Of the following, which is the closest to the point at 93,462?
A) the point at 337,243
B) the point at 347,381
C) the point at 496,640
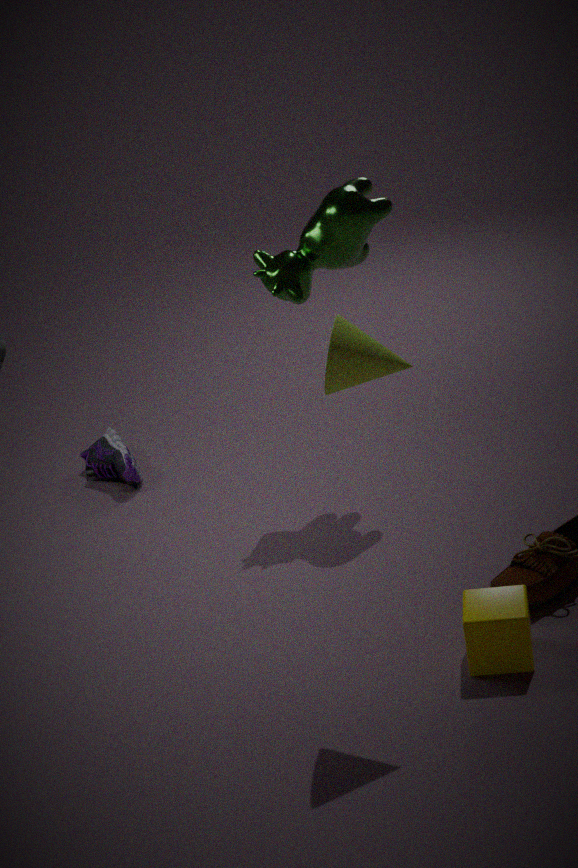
the point at 337,243
